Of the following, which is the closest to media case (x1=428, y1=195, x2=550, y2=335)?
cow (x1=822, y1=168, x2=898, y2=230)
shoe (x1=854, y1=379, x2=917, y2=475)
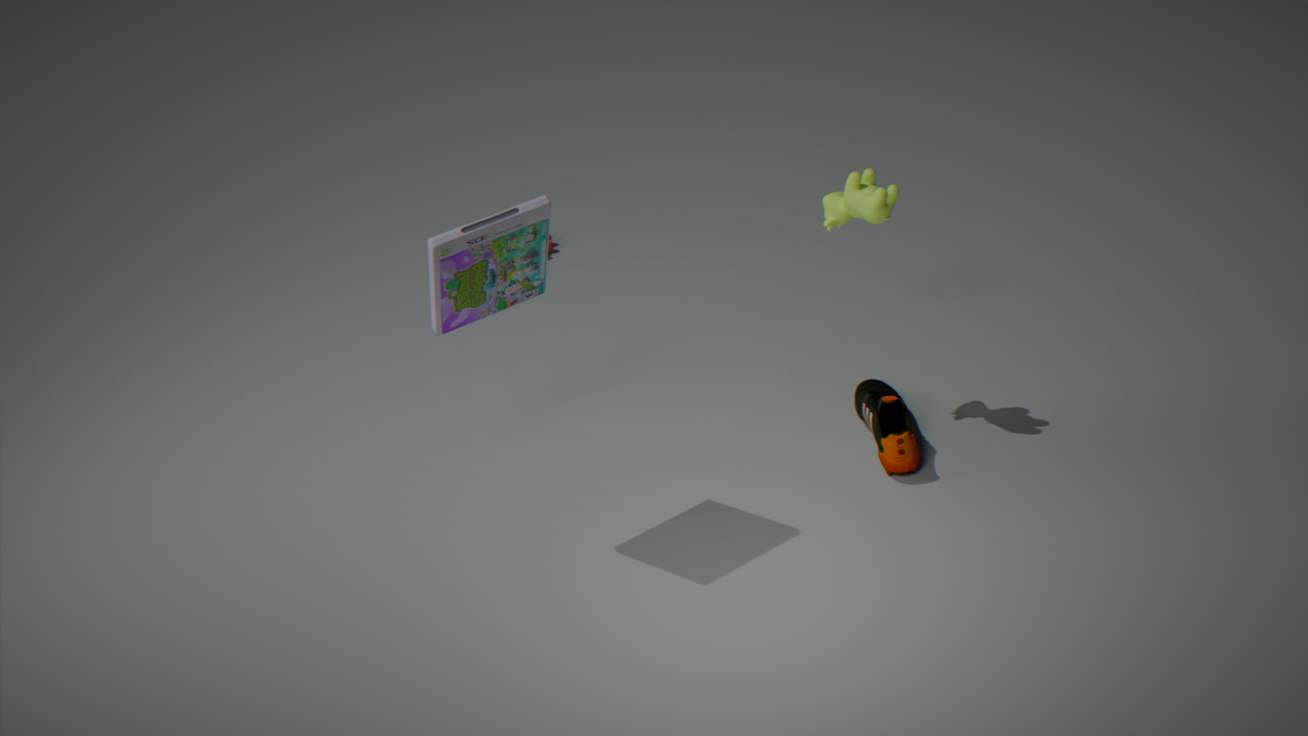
cow (x1=822, y1=168, x2=898, y2=230)
